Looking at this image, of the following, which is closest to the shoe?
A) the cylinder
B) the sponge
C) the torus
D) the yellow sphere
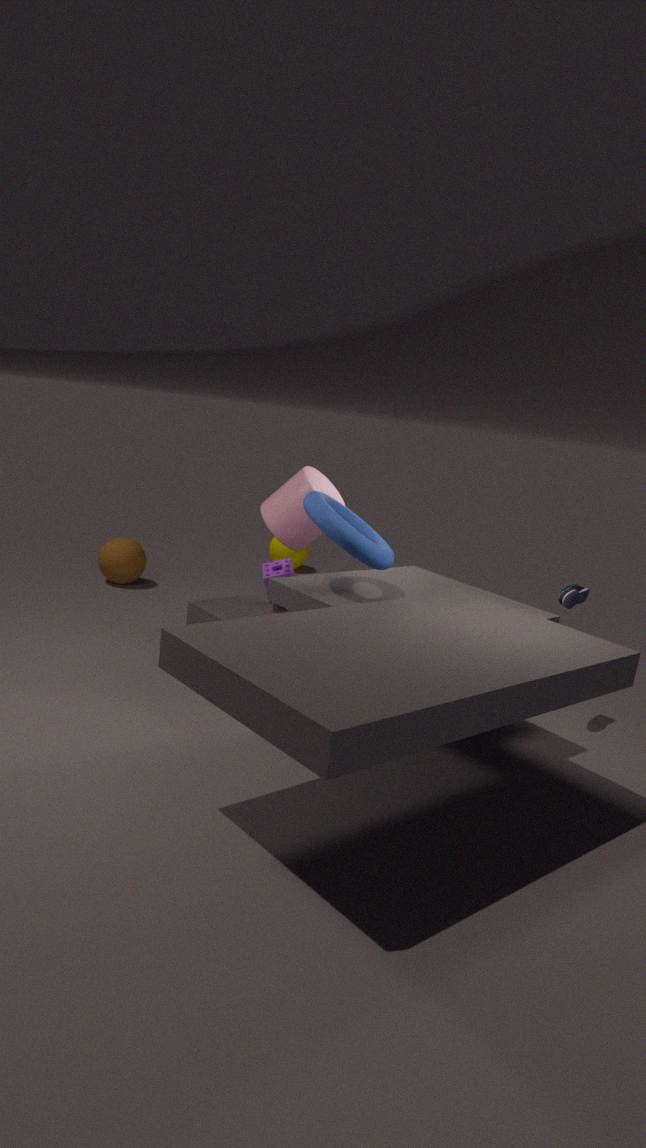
the torus
